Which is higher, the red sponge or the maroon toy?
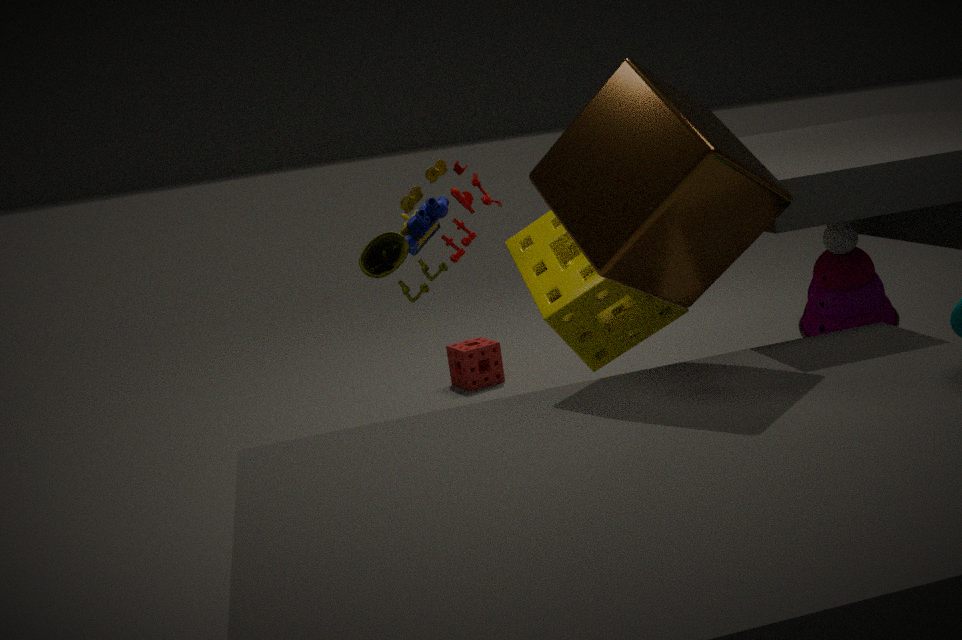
the maroon toy
